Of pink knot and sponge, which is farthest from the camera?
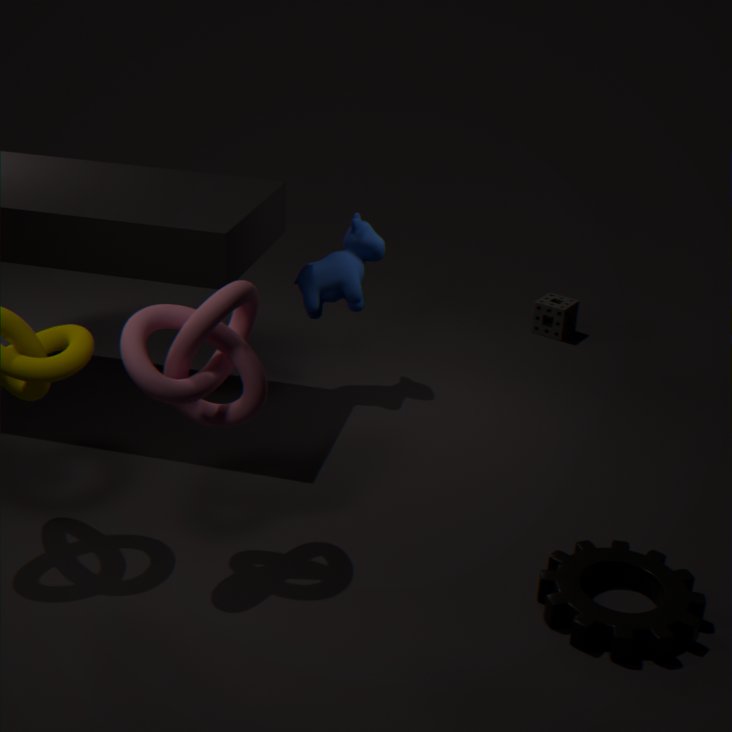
sponge
